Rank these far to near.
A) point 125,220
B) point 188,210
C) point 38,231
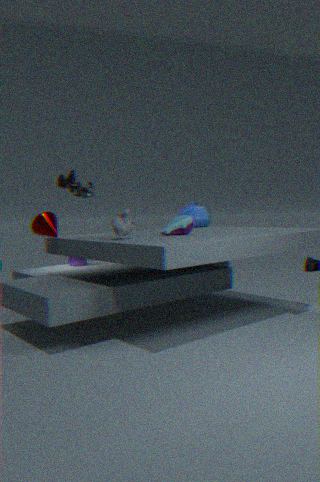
point 188,210
point 38,231
point 125,220
